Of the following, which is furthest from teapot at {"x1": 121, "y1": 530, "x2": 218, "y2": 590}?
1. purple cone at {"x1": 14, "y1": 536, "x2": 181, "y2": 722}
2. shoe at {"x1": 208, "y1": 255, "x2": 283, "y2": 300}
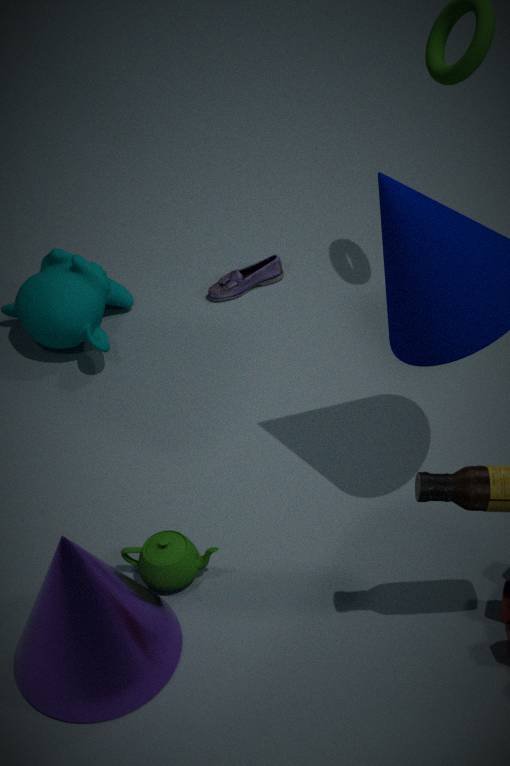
shoe at {"x1": 208, "y1": 255, "x2": 283, "y2": 300}
